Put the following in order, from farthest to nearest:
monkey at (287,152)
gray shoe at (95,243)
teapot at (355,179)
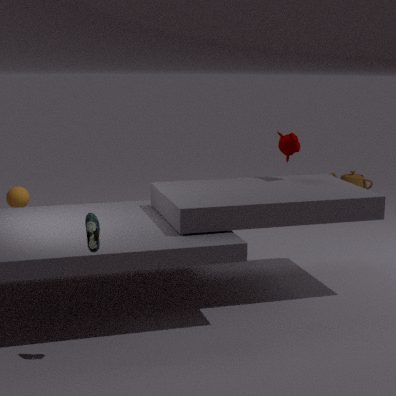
teapot at (355,179), monkey at (287,152), gray shoe at (95,243)
